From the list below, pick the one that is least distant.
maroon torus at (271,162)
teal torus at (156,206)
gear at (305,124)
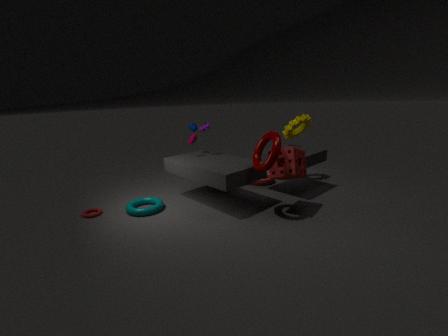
maroon torus at (271,162)
